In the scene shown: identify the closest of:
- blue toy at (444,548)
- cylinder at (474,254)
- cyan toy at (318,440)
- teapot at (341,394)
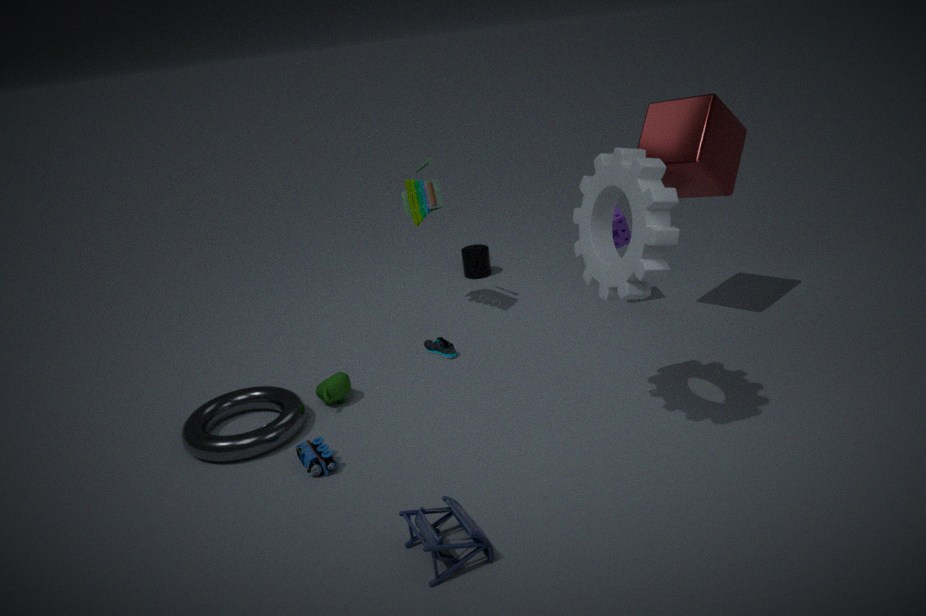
blue toy at (444,548)
